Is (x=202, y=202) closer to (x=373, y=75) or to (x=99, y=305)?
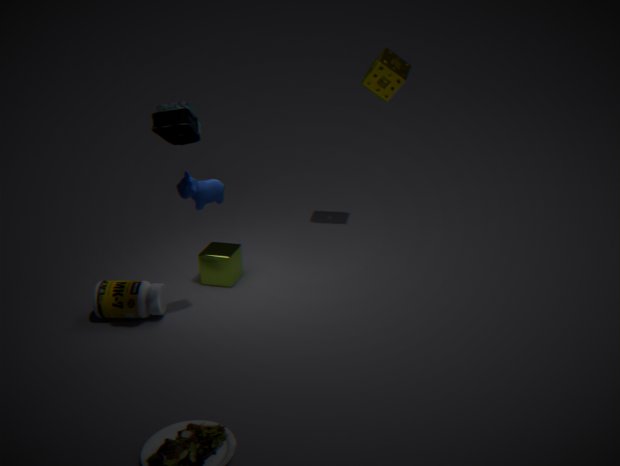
(x=99, y=305)
